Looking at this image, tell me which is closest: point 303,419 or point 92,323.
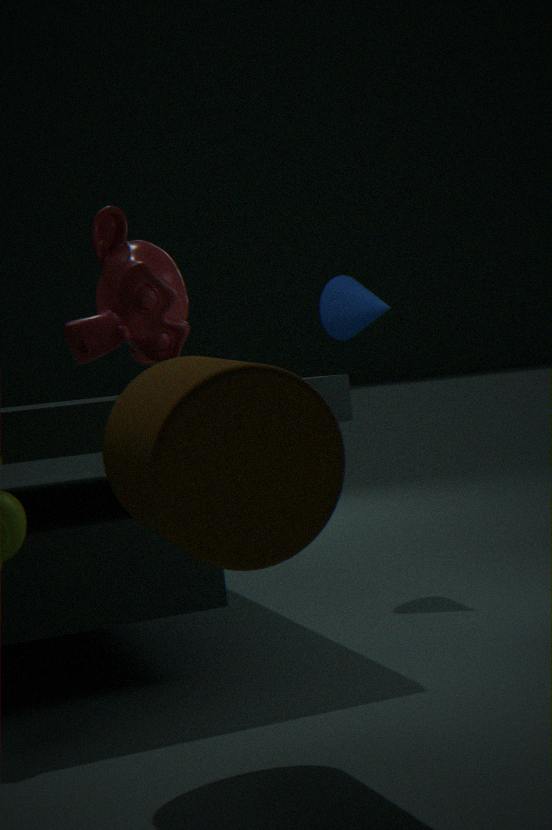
point 303,419
